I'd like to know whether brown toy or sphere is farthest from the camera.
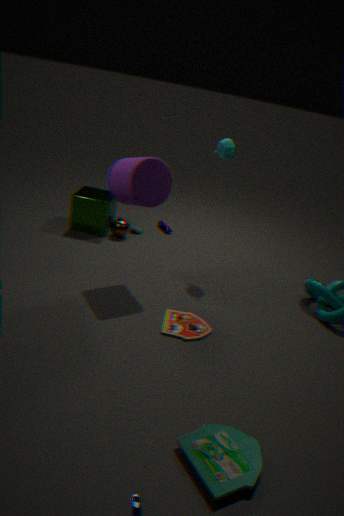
sphere
